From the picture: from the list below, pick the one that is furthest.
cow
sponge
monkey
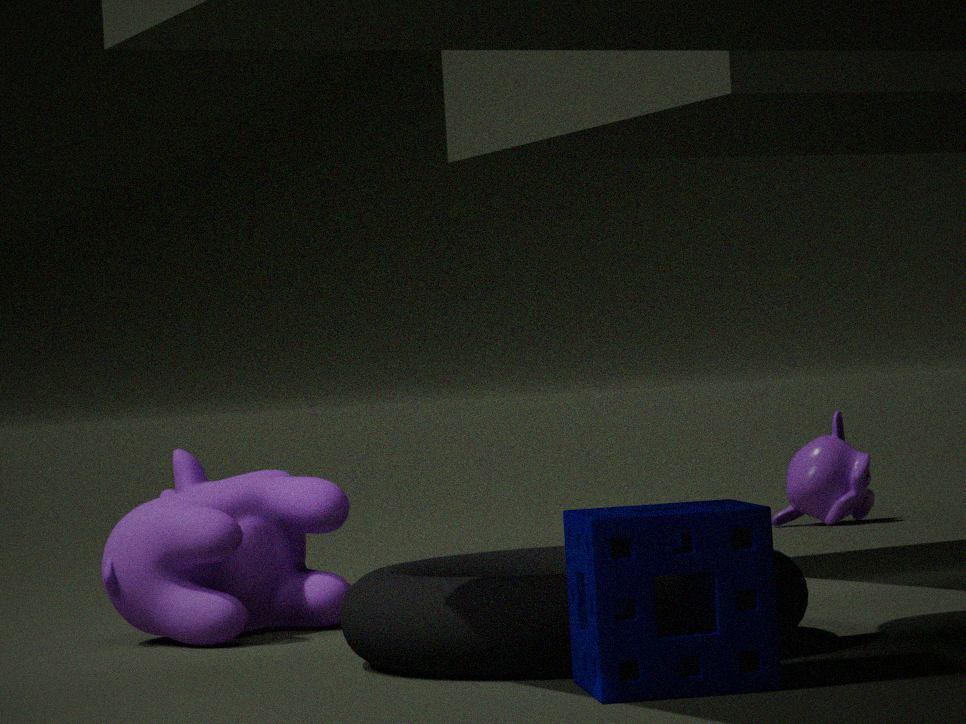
monkey
